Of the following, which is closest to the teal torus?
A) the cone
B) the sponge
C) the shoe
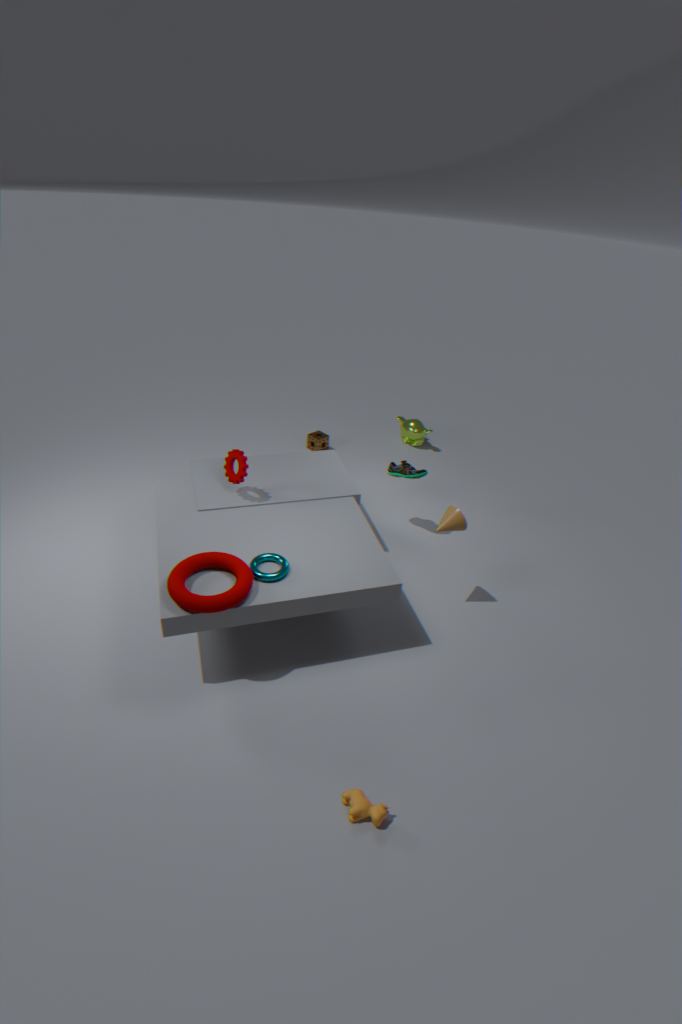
the cone
